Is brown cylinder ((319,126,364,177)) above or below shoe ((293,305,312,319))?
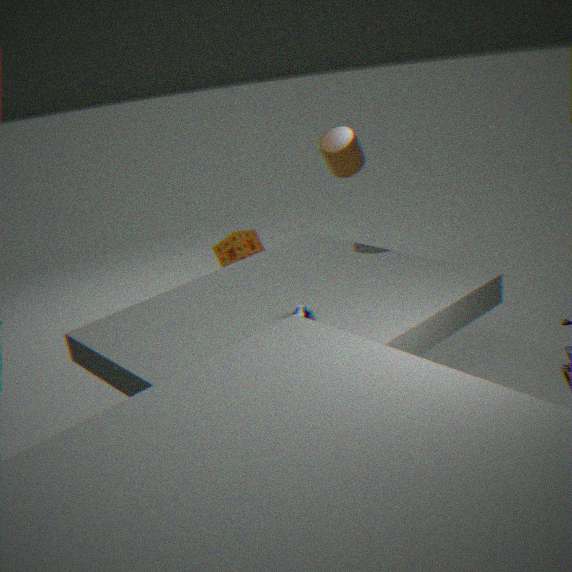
above
